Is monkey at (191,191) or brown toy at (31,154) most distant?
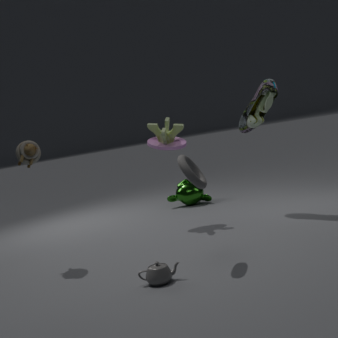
monkey at (191,191)
